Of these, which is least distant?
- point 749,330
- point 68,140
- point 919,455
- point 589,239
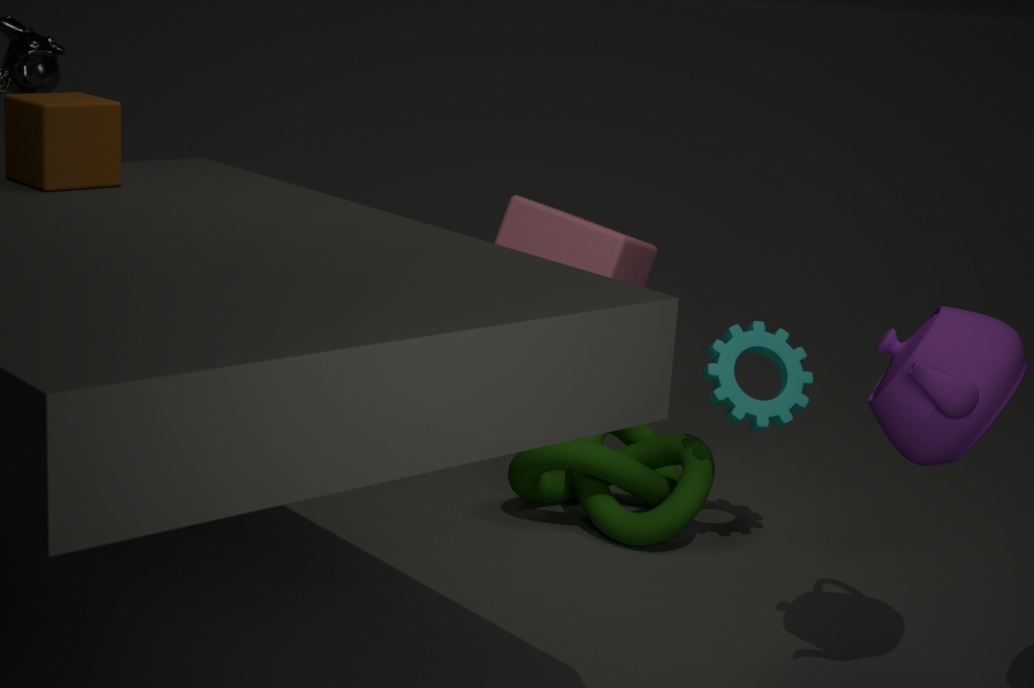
point 919,455
